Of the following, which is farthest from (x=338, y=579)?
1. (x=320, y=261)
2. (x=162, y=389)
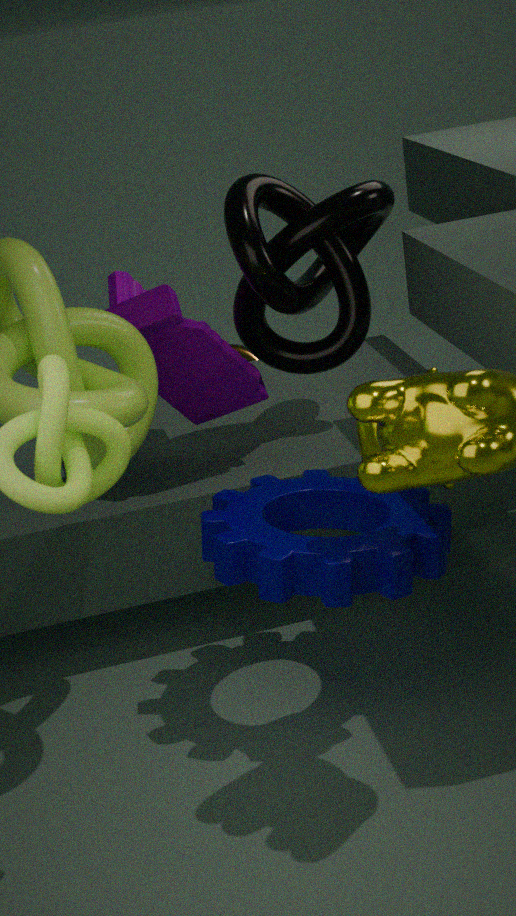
(x=320, y=261)
